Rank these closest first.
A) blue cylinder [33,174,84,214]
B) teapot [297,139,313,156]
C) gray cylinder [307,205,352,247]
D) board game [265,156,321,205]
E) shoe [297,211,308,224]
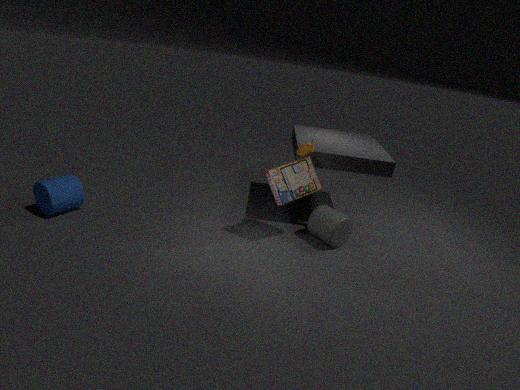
board game [265,156,321,205] → blue cylinder [33,174,84,214] → teapot [297,139,313,156] → gray cylinder [307,205,352,247] → shoe [297,211,308,224]
